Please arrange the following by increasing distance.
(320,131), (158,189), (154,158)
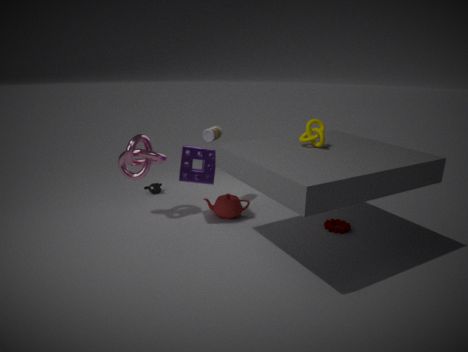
(320,131) → (154,158) → (158,189)
